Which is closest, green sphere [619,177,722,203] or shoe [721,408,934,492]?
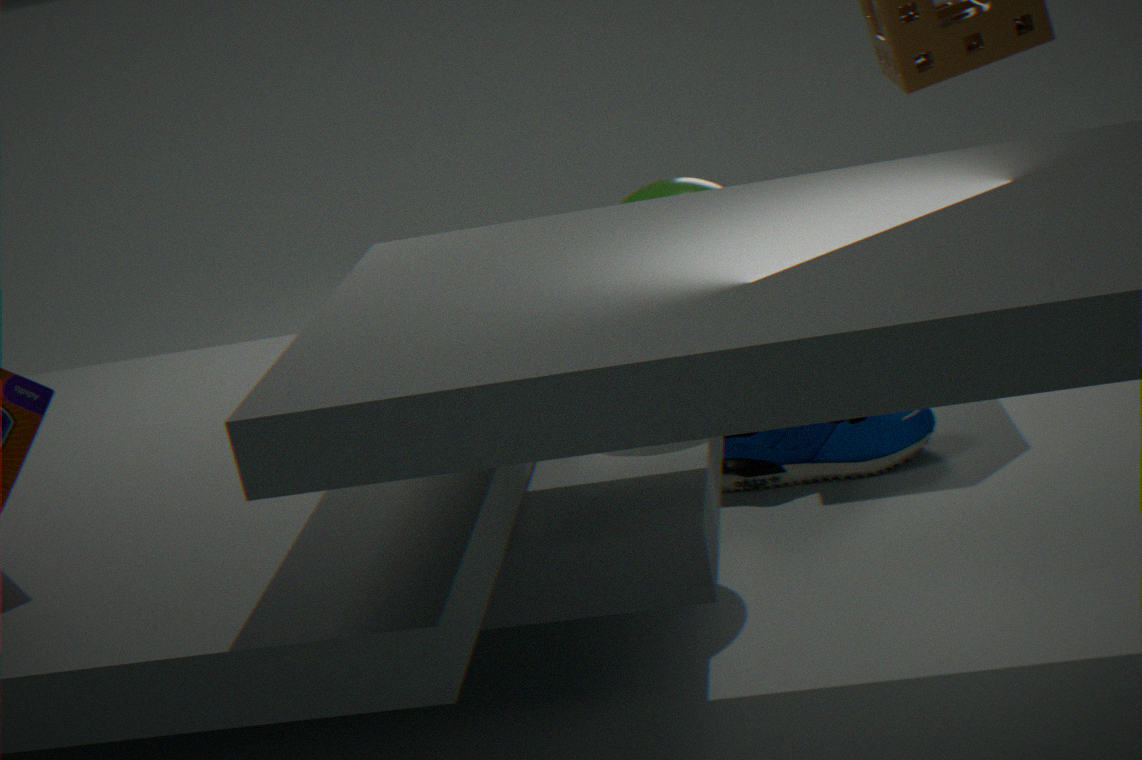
green sphere [619,177,722,203]
